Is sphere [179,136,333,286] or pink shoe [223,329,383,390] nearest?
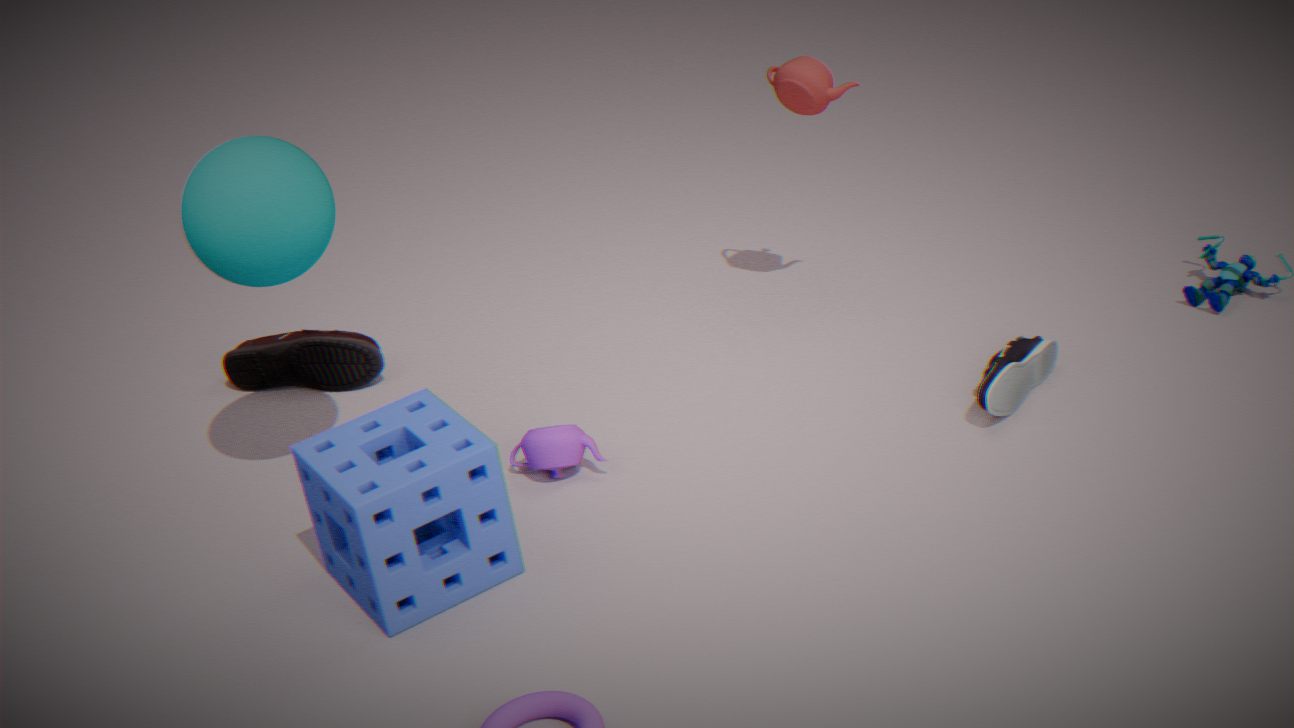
sphere [179,136,333,286]
